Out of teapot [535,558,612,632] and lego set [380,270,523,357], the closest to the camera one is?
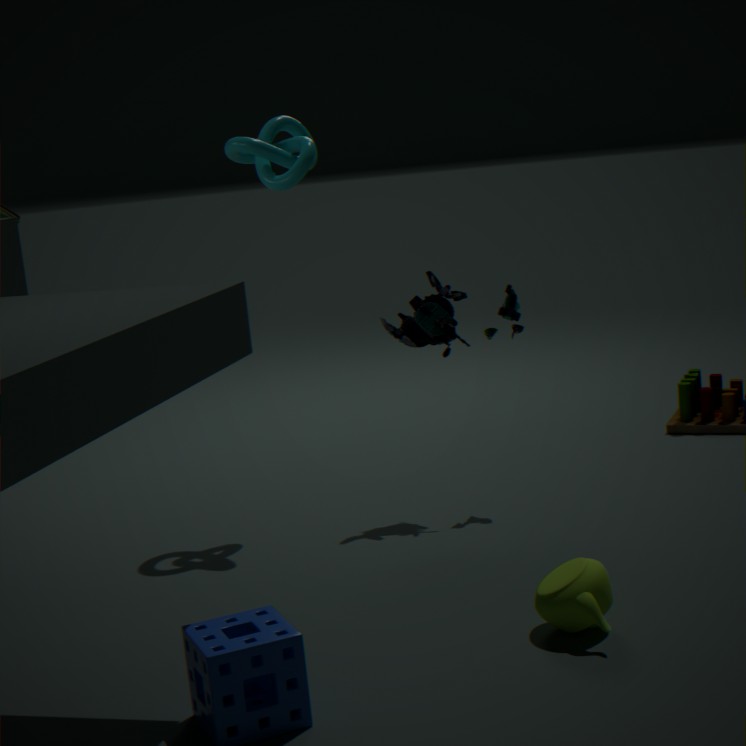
teapot [535,558,612,632]
